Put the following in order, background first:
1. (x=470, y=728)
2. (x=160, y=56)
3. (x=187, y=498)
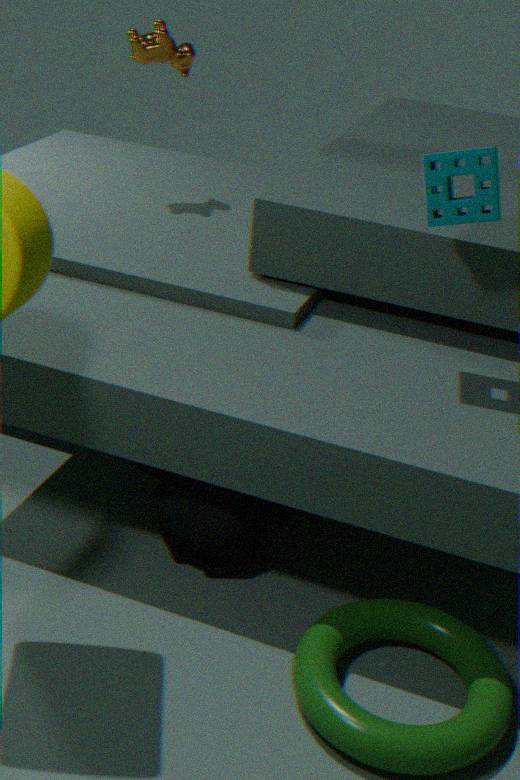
(x=160, y=56) < (x=187, y=498) < (x=470, y=728)
